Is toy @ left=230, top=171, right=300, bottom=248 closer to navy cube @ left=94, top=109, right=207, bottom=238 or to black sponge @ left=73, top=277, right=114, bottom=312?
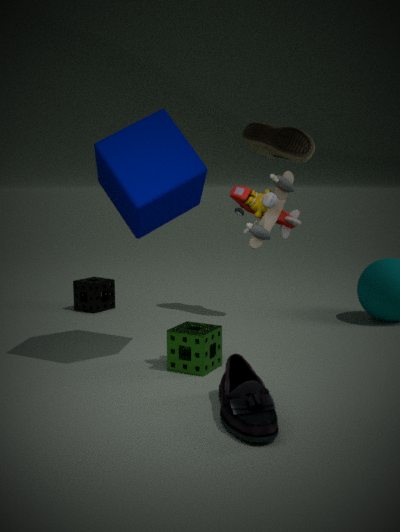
navy cube @ left=94, top=109, right=207, bottom=238
